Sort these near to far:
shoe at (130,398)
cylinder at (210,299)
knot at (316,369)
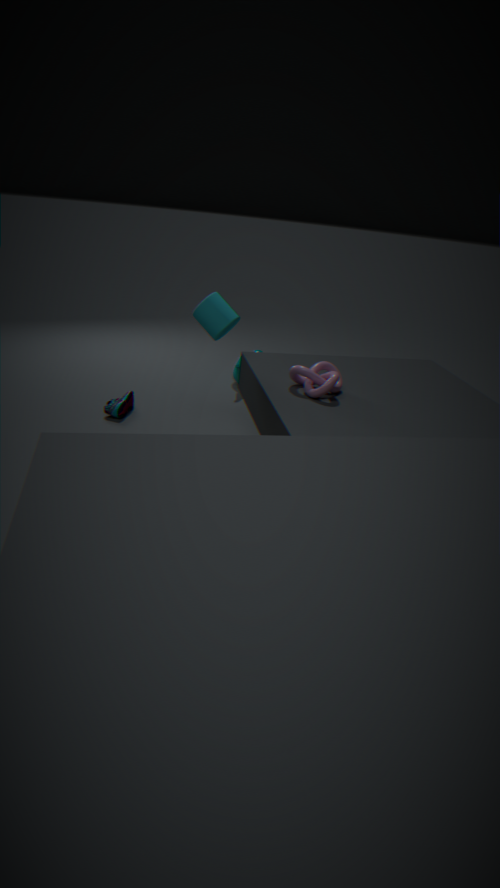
knot at (316,369) < cylinder at (210,299) < shoe at (130,398)
